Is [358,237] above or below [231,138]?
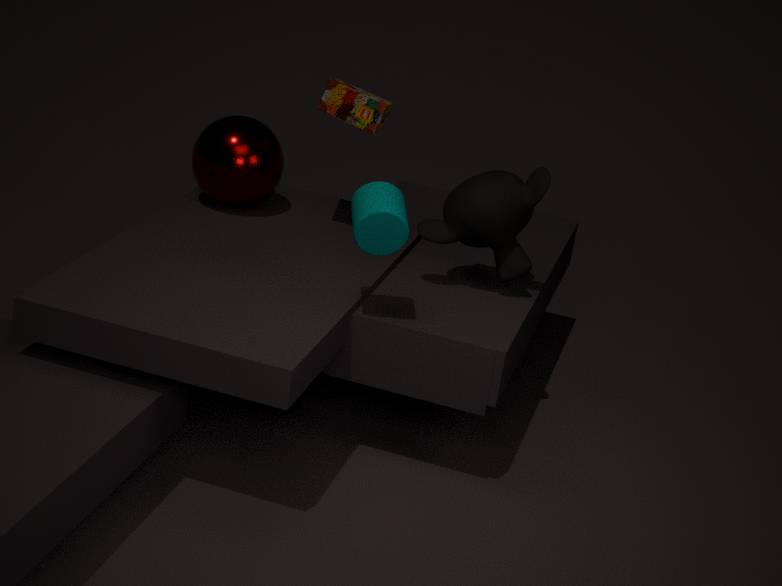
above
